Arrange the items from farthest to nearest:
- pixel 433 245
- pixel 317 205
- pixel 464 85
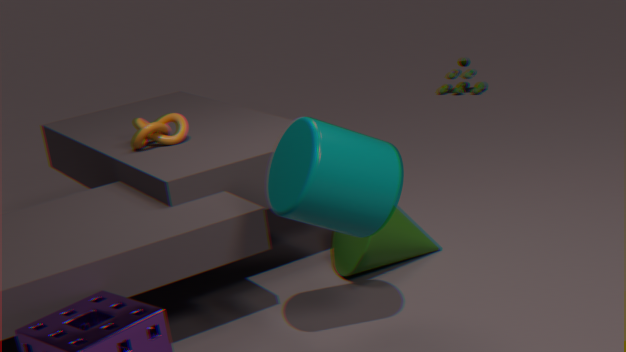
1. pixel 464 85
2. pixel 433 245
3. pixel 317 205
